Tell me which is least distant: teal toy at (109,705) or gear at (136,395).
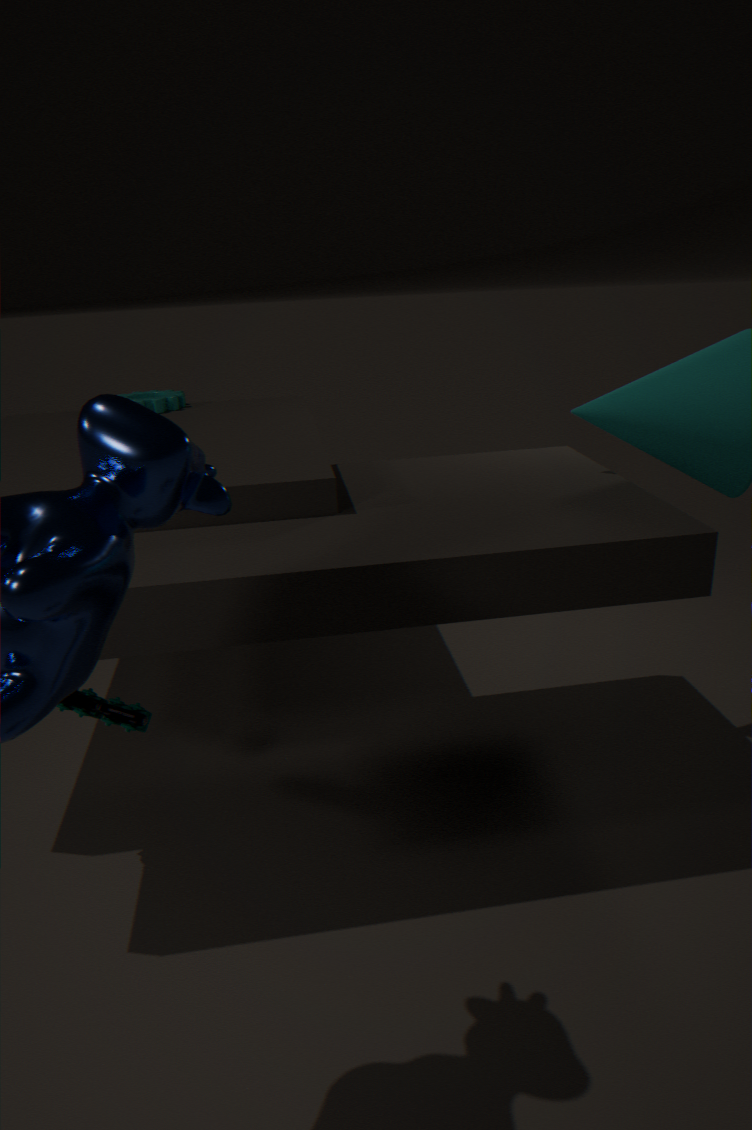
teal toy at (109,705)
